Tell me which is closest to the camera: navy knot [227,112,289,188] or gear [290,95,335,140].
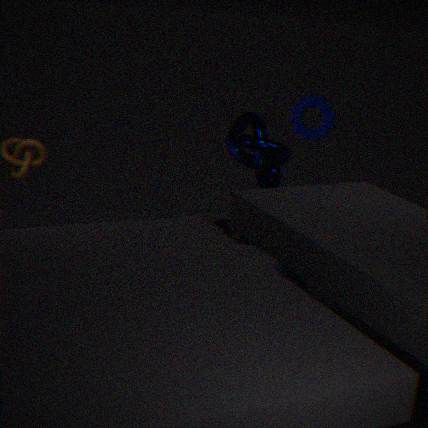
gear [290,95,335,140]
